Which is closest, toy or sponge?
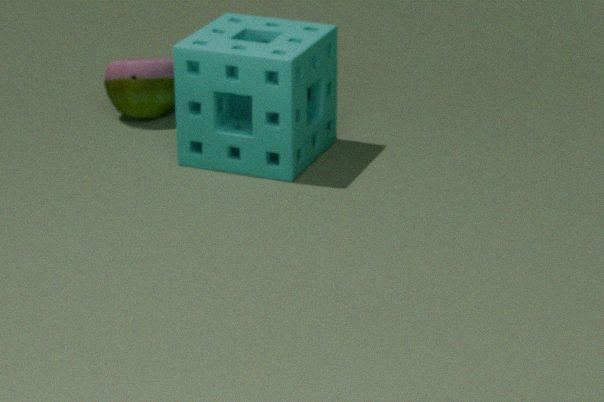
sponge
